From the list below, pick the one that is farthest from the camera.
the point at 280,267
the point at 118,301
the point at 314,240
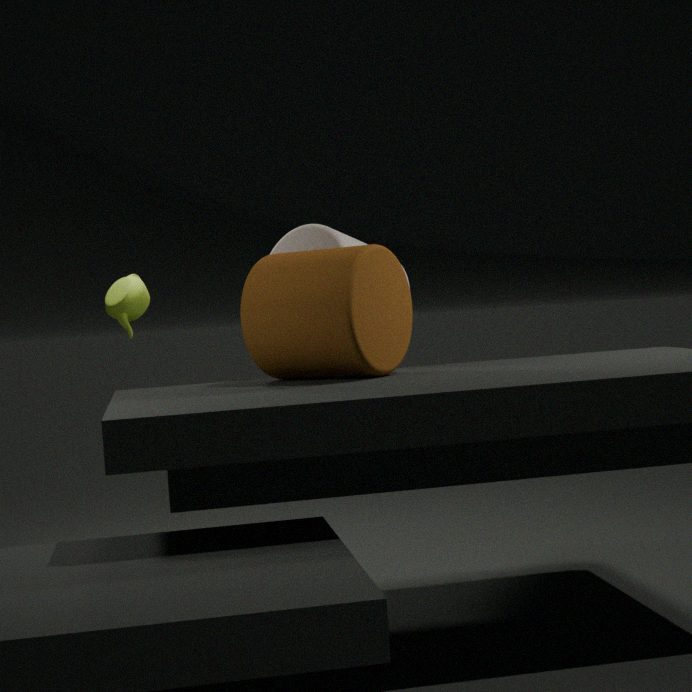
the point at 118,301
